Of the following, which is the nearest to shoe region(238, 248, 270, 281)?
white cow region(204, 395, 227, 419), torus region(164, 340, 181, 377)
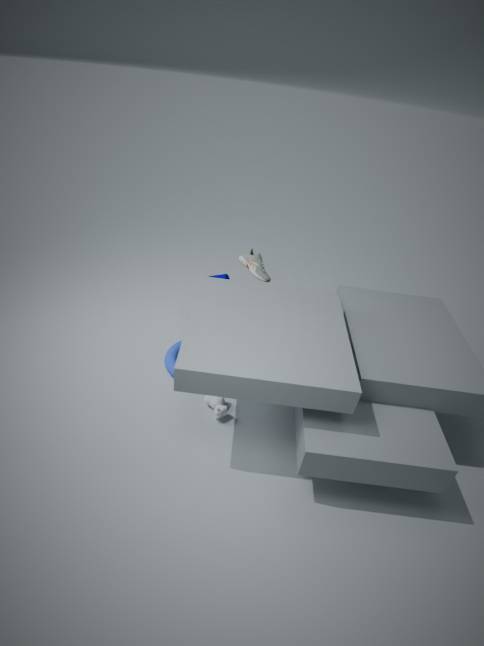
torus region(164, 340, 181, 377)
